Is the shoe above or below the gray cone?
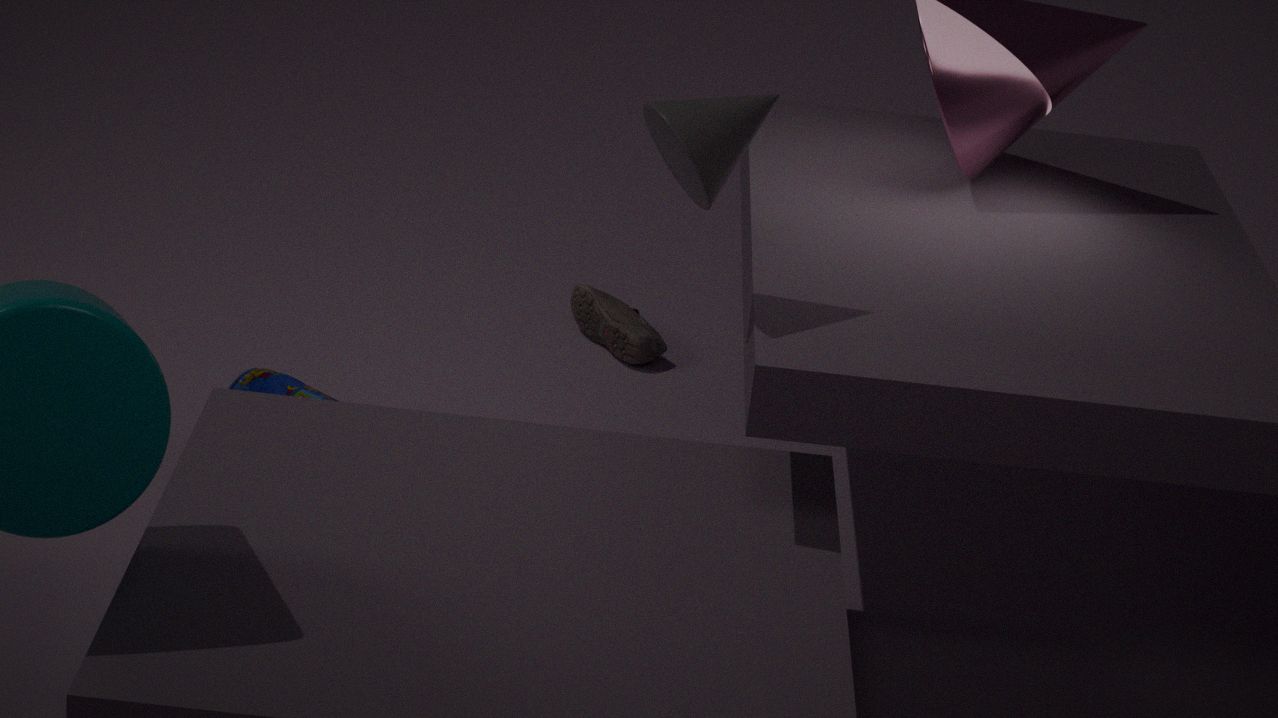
below
